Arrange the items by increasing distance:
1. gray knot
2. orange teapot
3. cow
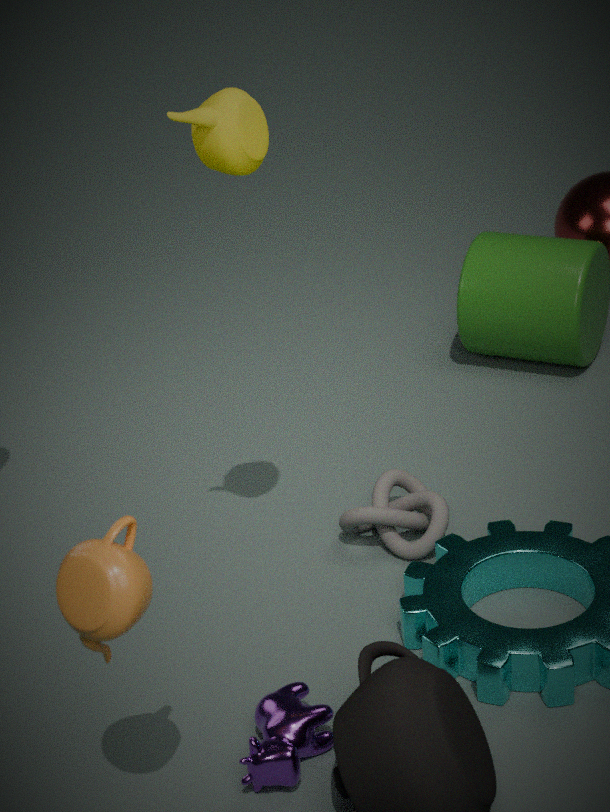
orange teapot
cow
gray knot
